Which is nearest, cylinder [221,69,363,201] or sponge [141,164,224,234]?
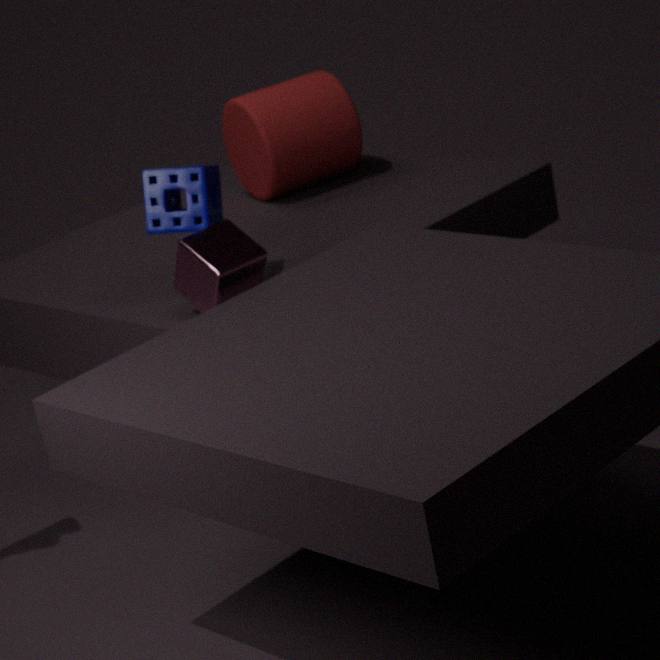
sponge [141,164,224,234]
